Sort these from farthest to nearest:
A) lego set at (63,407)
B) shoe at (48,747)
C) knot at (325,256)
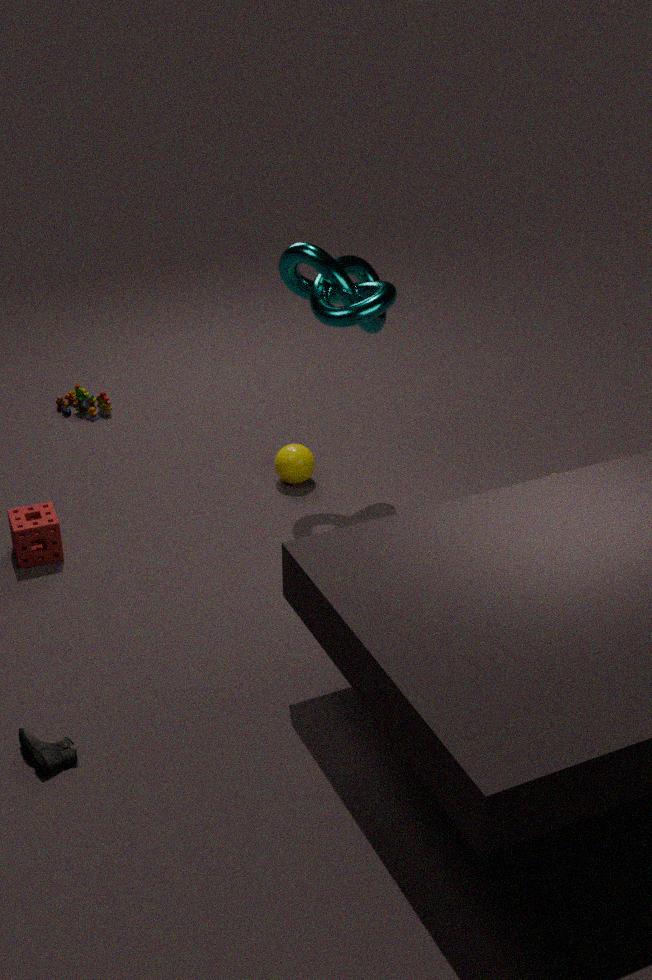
lego set at (63,407)
knot at (325,256)
shoe at (48,747)
